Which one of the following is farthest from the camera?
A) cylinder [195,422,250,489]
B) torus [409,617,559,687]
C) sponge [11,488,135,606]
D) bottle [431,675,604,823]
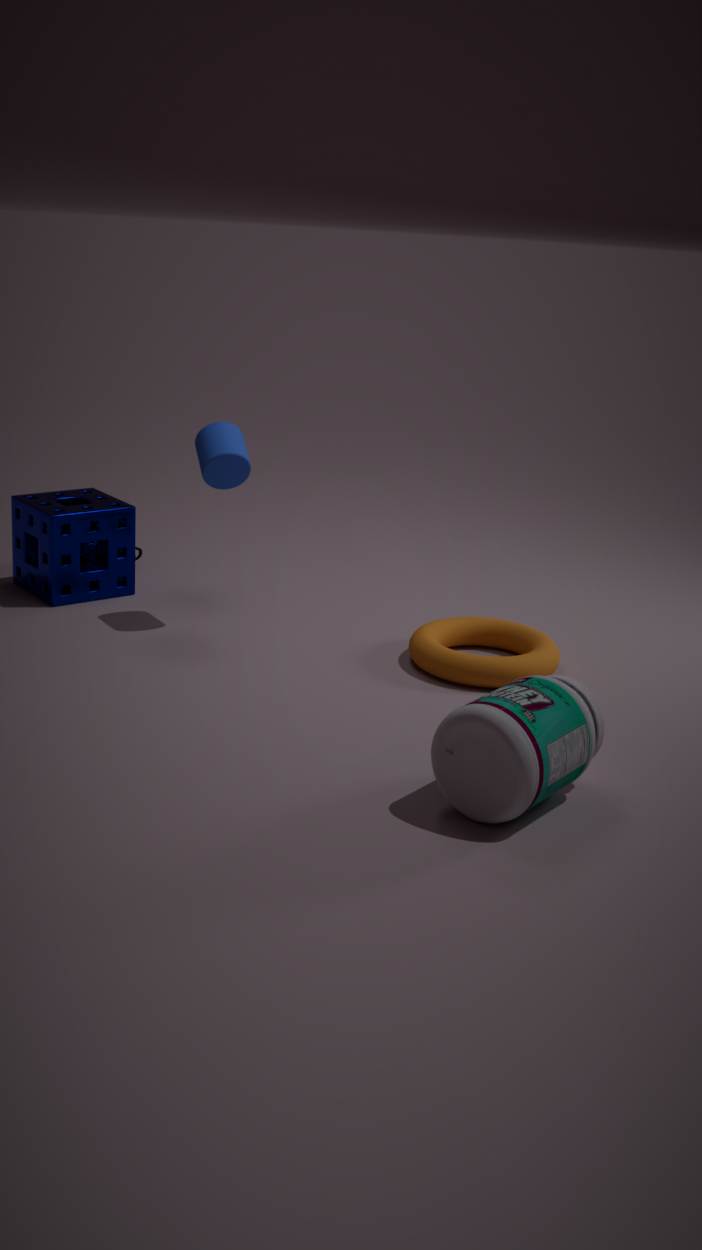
sponge [11,488,135,606]
